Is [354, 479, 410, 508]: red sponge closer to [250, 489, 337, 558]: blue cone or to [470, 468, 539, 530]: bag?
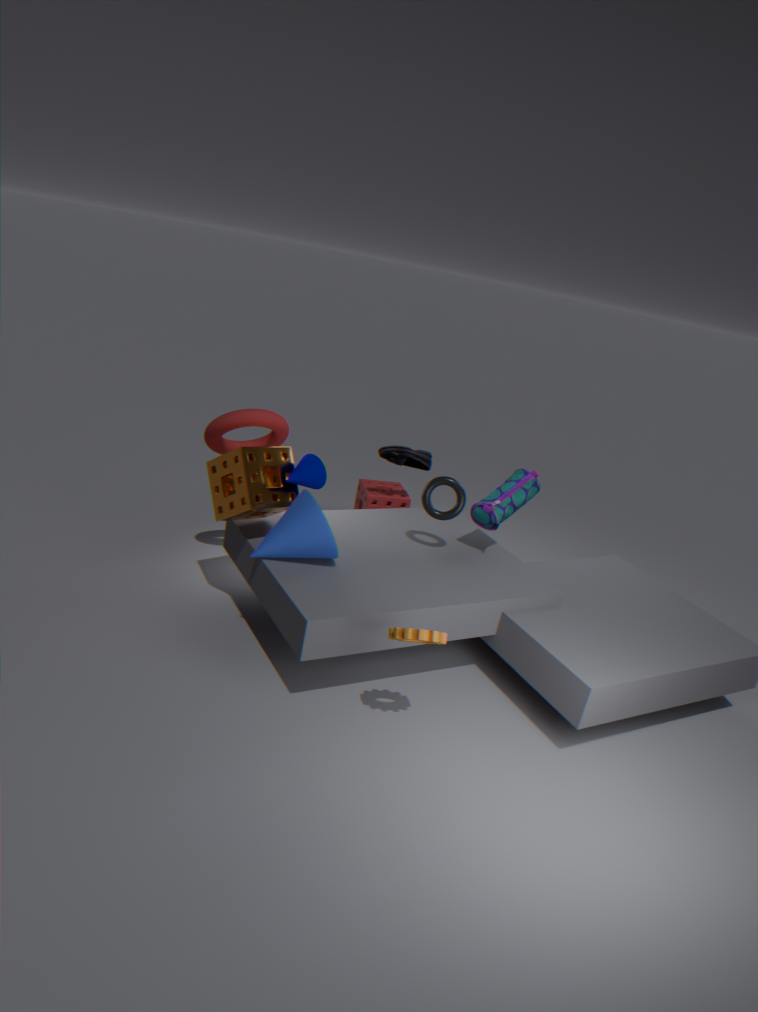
[470, 468, 539, 530]: bag
